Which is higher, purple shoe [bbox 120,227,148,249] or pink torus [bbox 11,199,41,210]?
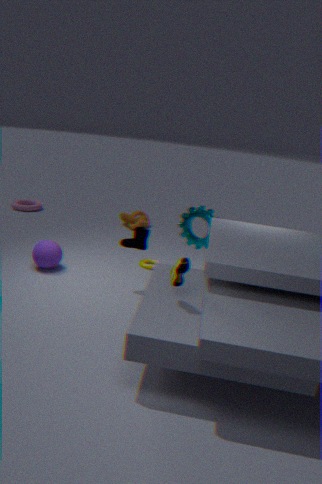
purple shoe [bbox 120,227,148,249]
